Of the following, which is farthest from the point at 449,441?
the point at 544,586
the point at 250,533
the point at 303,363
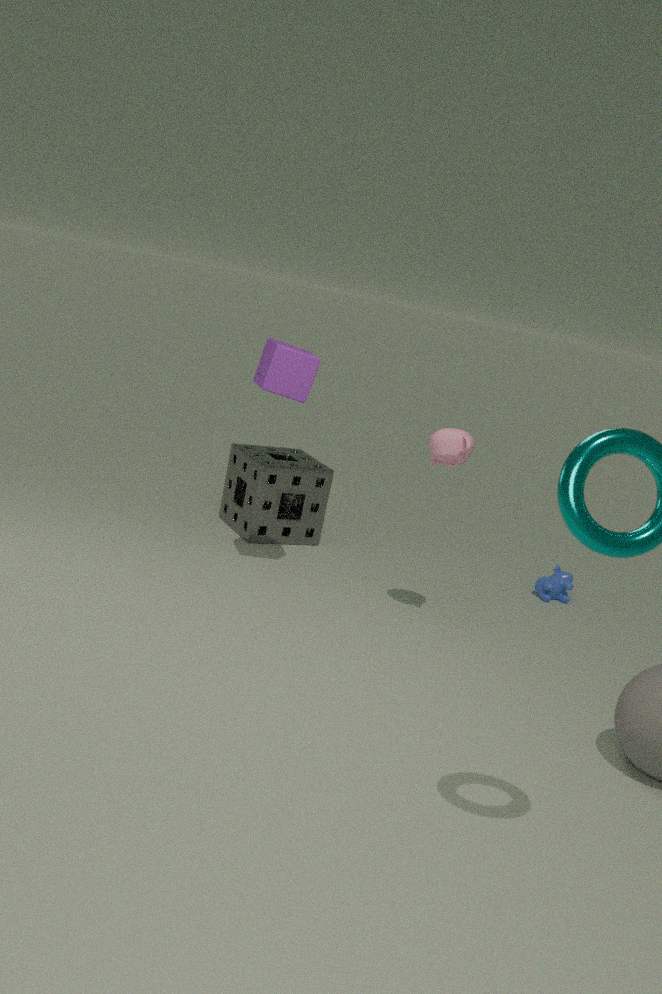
the point at 544,586
